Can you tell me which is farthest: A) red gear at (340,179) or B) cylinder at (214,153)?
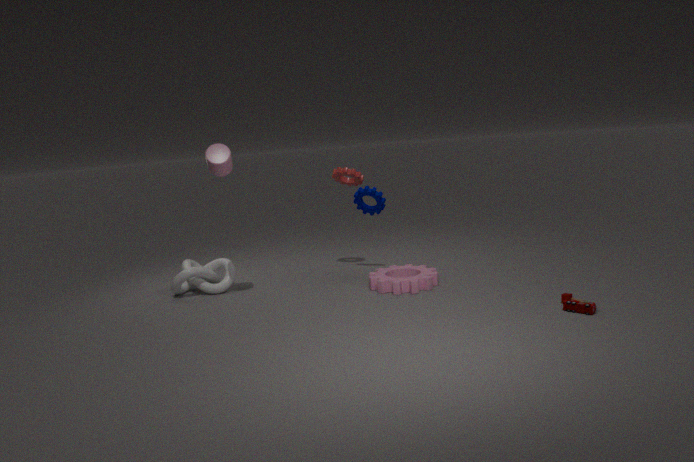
A. red gear at (340,179)
